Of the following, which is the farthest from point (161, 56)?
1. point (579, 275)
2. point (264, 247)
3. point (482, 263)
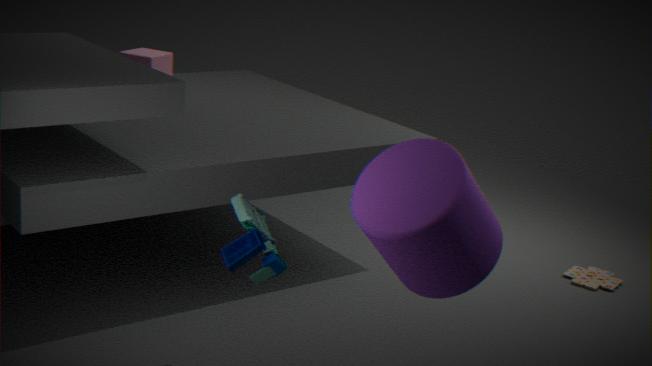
point (579, 275)
